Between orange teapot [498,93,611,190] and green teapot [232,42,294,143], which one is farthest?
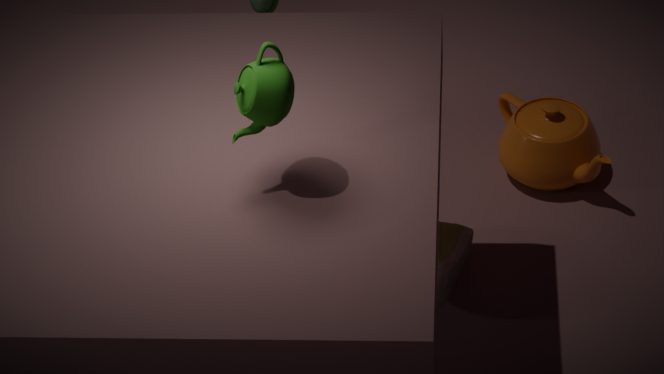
orange teapot [498,93,611,190]
